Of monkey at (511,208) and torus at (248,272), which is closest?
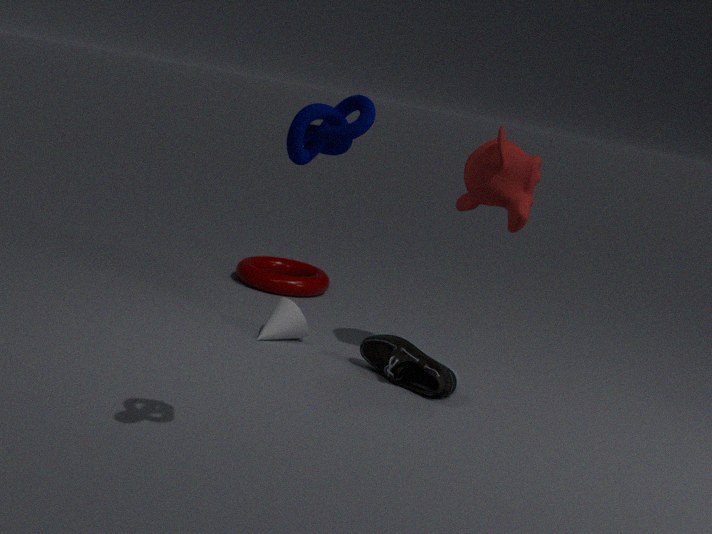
monkey at (511,208)
